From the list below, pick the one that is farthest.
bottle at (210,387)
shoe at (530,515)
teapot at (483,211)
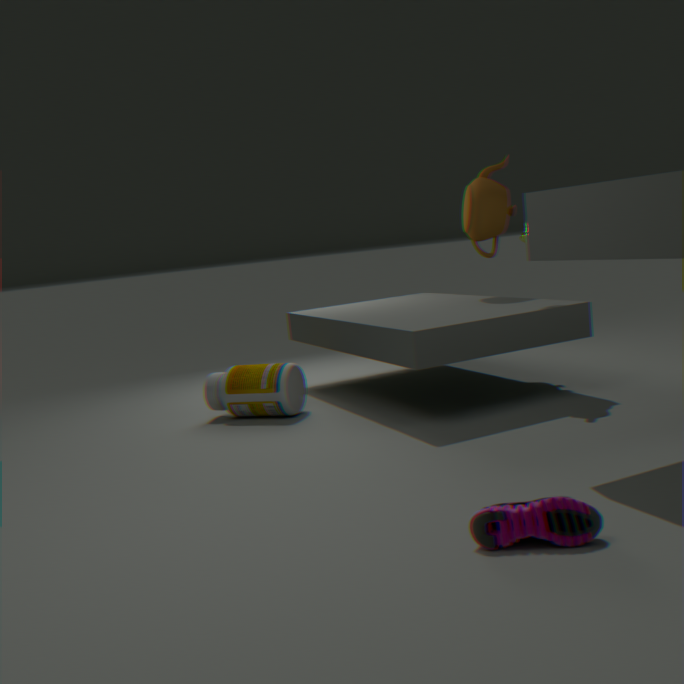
teapot at (483,211)
